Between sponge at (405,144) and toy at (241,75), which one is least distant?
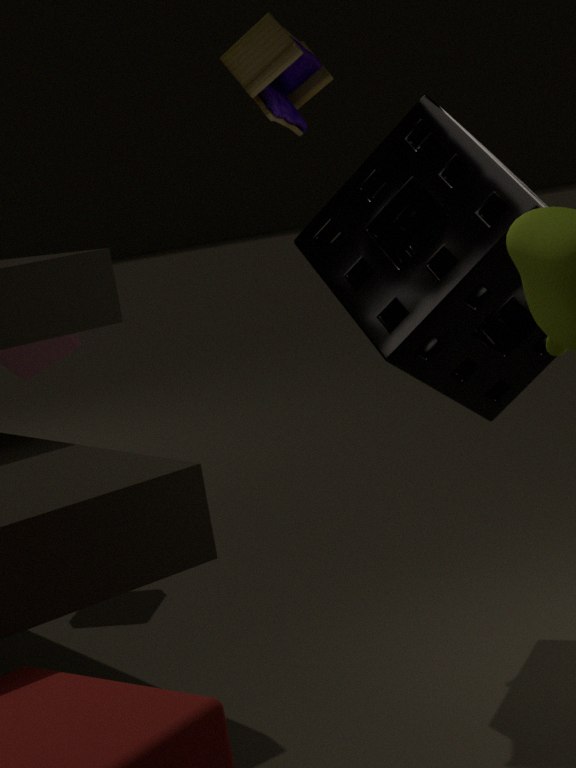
sponge at (405,144)
